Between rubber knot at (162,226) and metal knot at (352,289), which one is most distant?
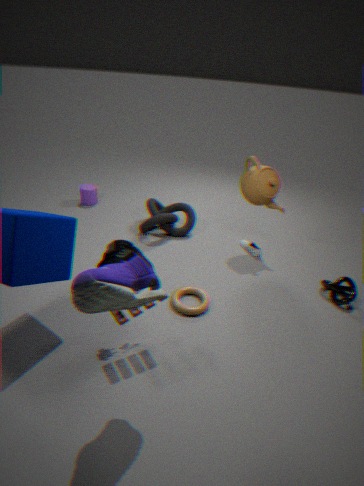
rubber knot at (162,226)
